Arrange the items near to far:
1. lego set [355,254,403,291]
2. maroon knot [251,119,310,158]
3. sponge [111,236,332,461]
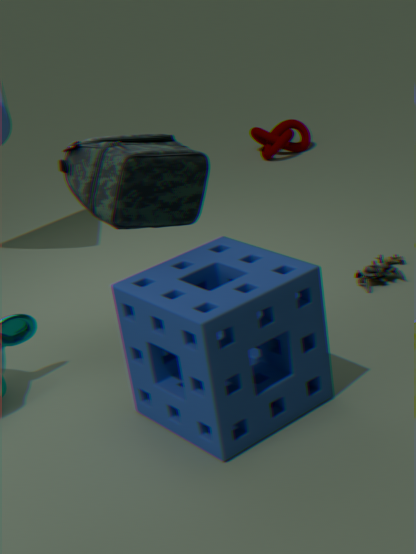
1. sponge [111,236,332,461]
2. lego set [355,254,403,291]
3. maroon knot [251,119,310,158]
